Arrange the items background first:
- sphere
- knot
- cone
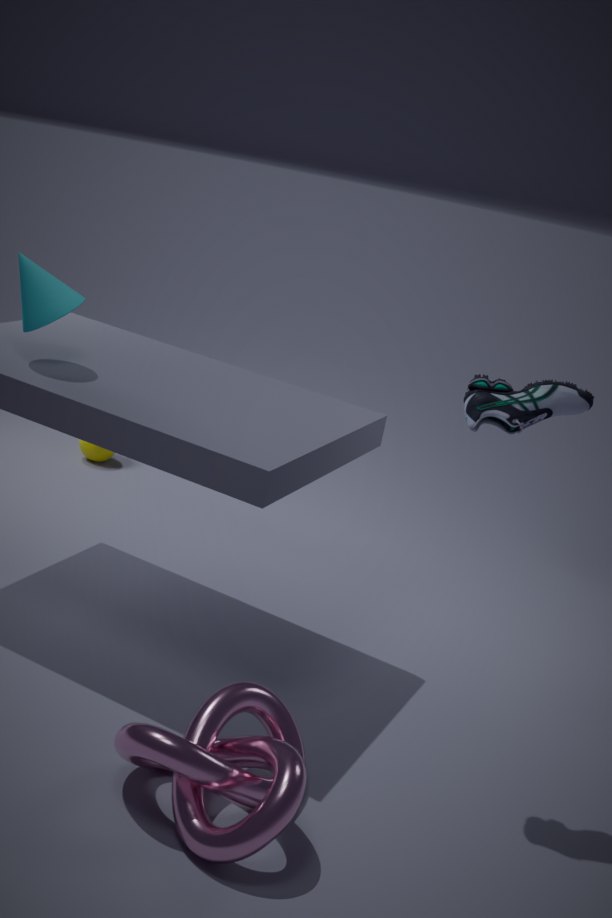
sphere → cone → knot
